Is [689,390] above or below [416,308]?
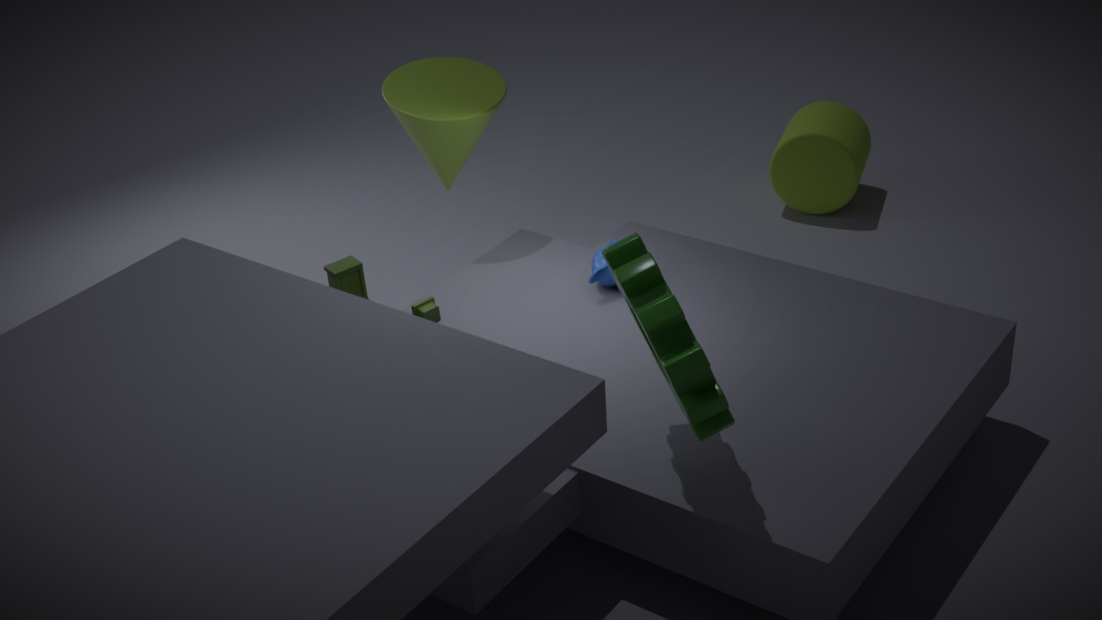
above
